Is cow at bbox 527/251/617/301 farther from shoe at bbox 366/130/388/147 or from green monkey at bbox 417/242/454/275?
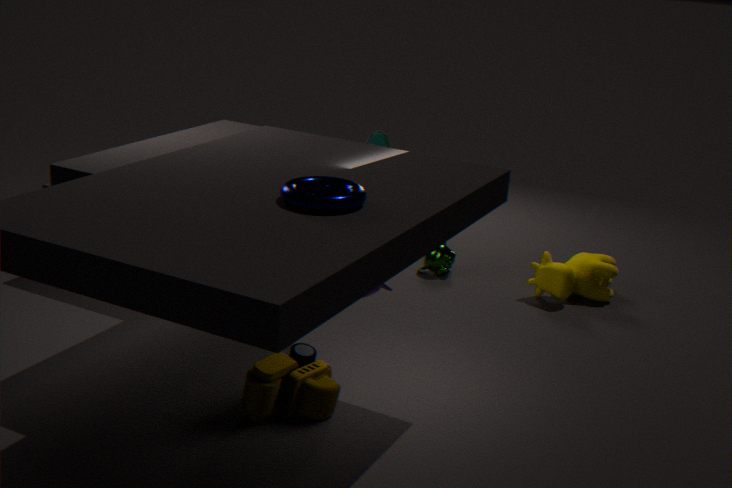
shoe at bbox 366/130/388/147
